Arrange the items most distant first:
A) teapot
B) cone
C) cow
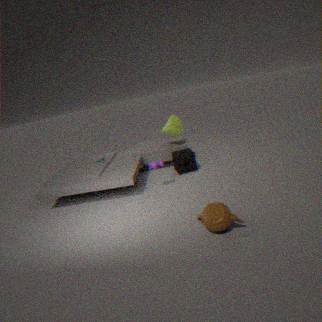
cone, cow, teapot
